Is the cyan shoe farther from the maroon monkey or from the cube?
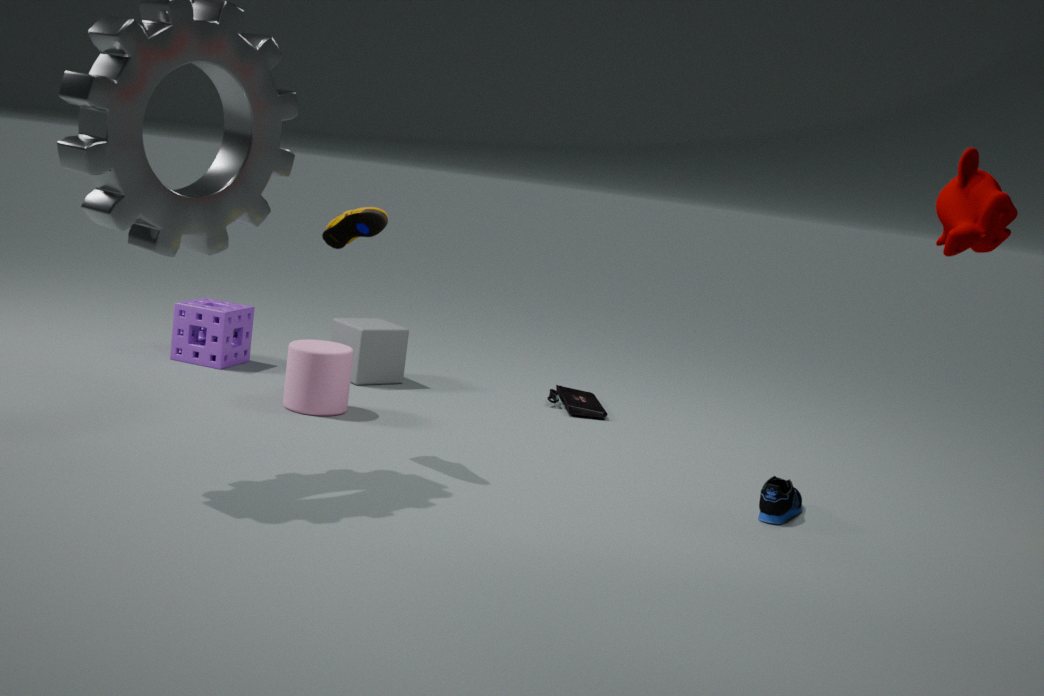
the cube
